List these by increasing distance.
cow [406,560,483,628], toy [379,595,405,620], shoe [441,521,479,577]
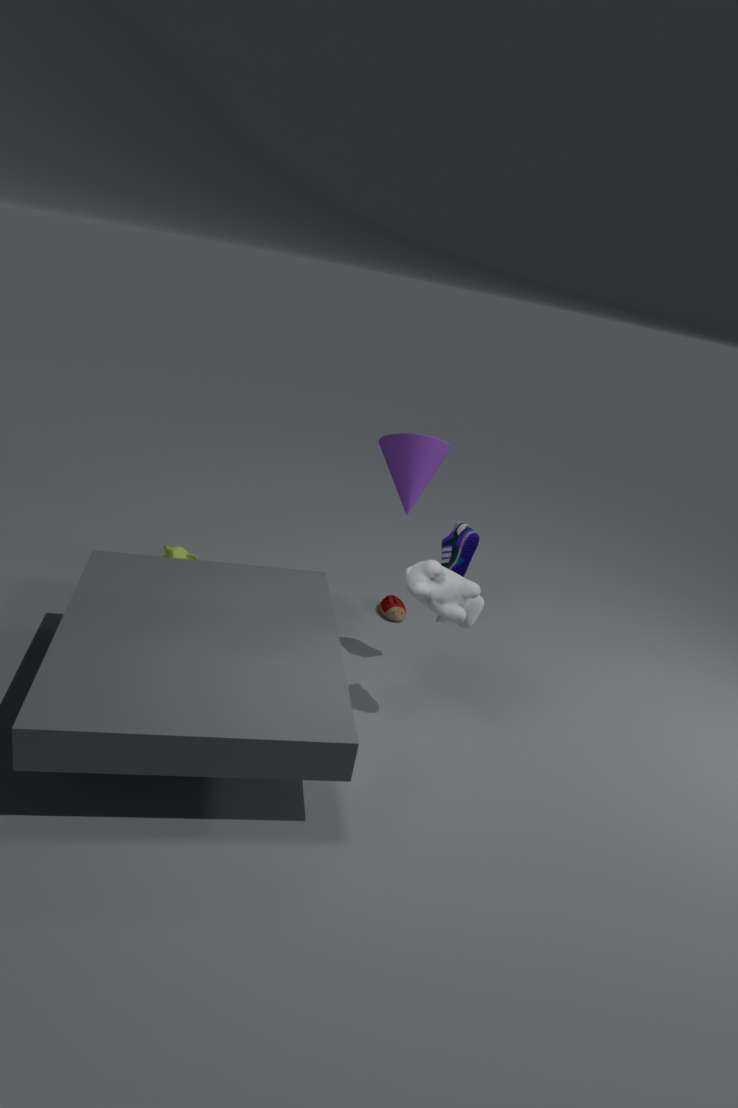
cow [406,560,483,628], shoe [441,521,479,577], toy [379,595,405,620]
